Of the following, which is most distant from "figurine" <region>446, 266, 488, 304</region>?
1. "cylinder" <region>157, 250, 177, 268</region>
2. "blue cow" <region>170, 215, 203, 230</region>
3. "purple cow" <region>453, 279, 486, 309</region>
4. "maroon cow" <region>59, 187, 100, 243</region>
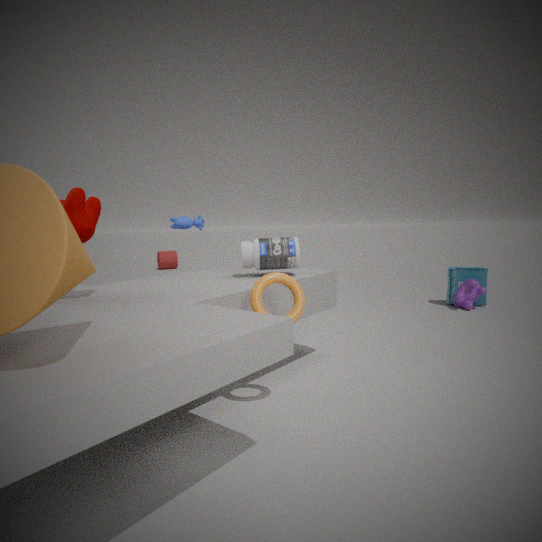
"cylinder" <region>157, 250, 177, 268</region>
